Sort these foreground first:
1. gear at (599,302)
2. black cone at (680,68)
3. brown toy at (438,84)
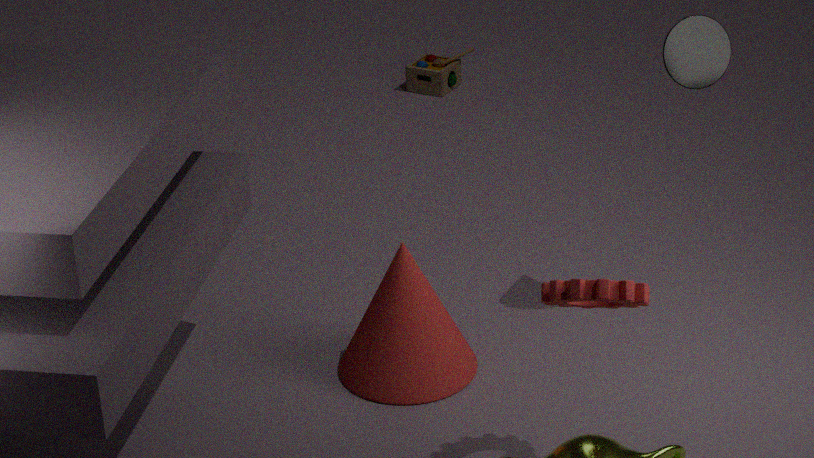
gear at (599,302) < black cone at (680,68) < brown toy at (438,84)
